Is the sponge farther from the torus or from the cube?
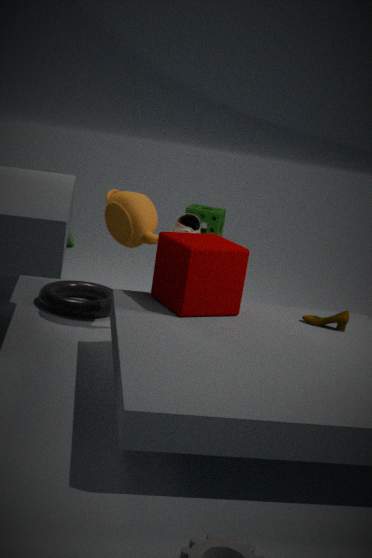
the cube
